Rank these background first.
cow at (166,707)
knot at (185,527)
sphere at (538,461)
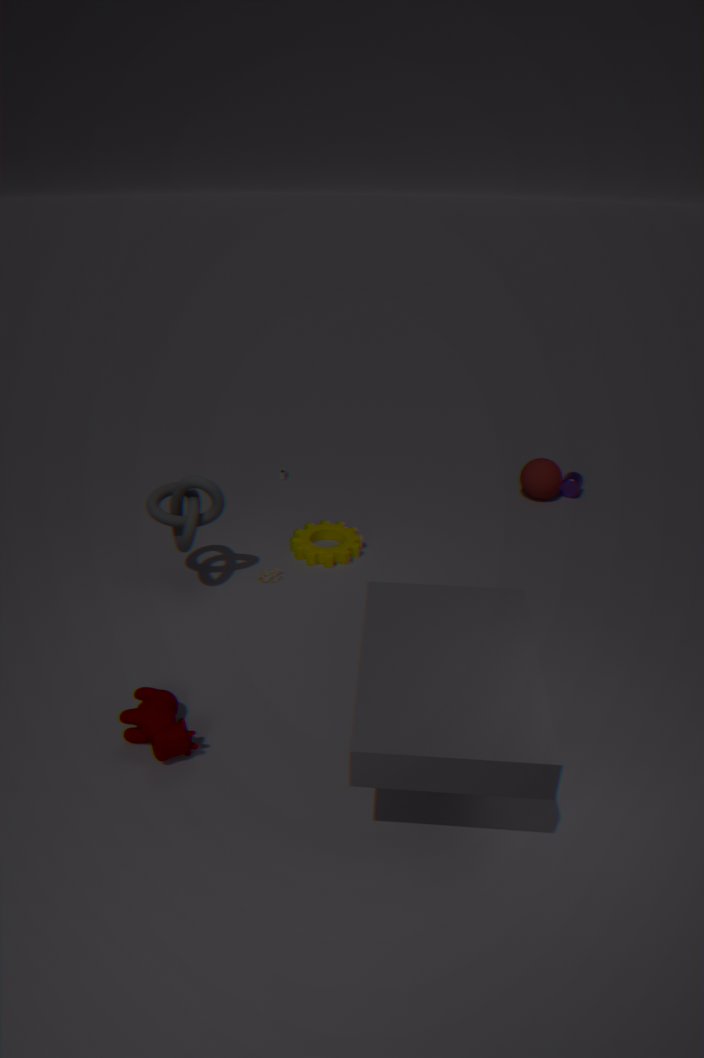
1. sphere at (538,461)
2. knot at (185,527)
3. cow at (166,707)
